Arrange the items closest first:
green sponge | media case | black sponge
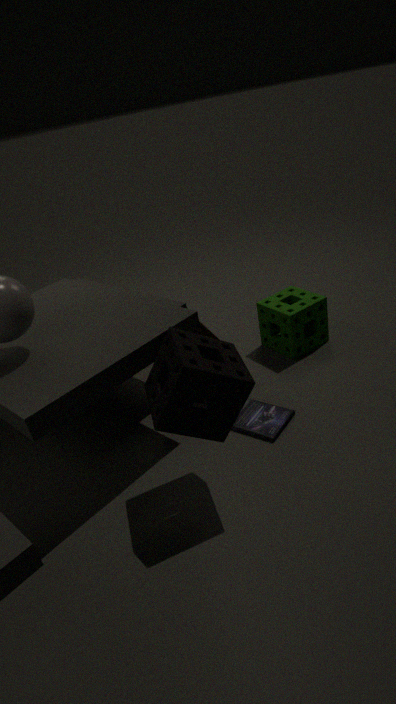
1. black sponge
2. media case
3. green sponge
